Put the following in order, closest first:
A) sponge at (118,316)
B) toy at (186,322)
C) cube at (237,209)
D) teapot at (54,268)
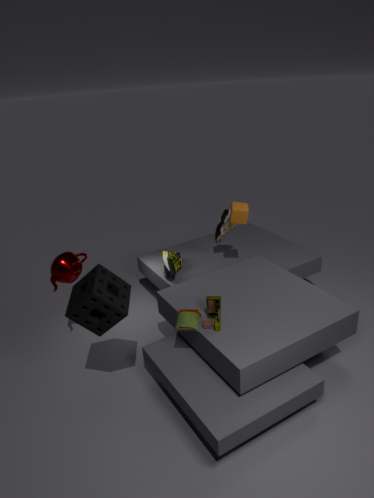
1. sponge at (118,316)
2. toy at (186,322)
3. teapot at (54,268)
4. cube at (237,209)
